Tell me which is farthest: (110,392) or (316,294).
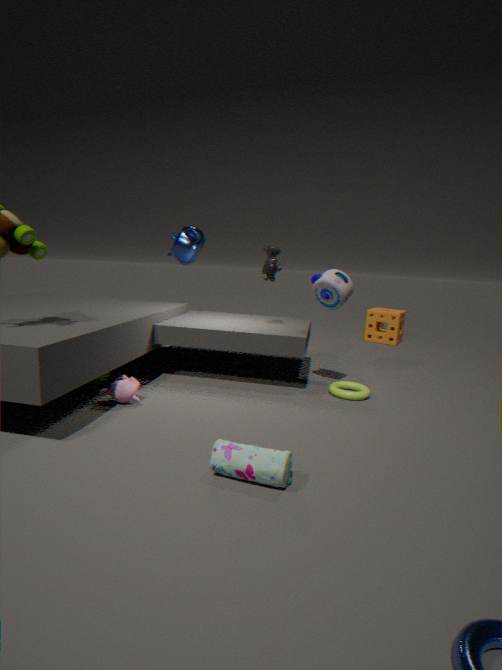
(316,294)
